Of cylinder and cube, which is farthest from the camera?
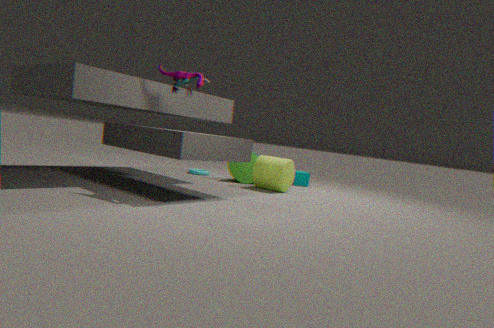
cube
